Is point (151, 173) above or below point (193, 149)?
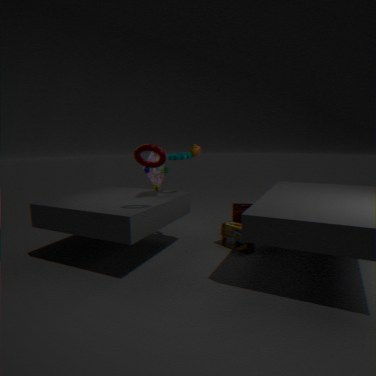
below
